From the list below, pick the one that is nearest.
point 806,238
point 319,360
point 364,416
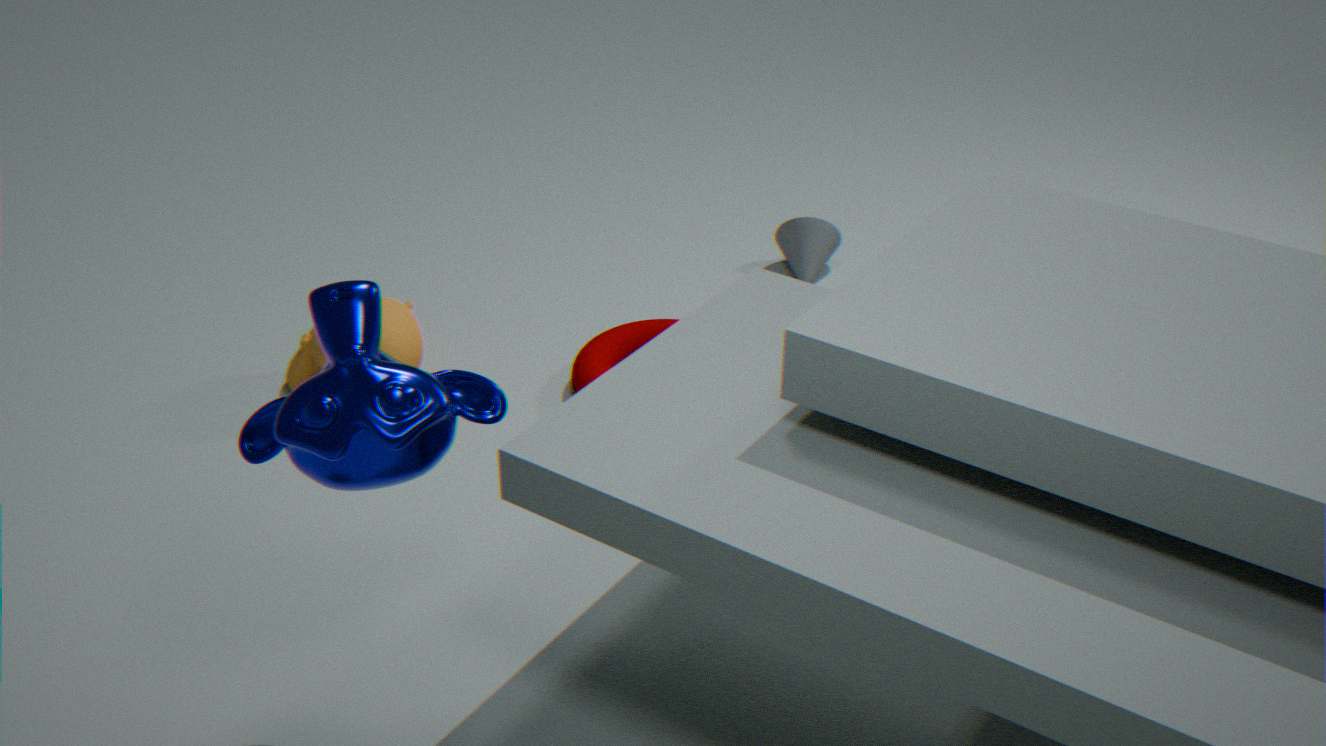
point 364,416
